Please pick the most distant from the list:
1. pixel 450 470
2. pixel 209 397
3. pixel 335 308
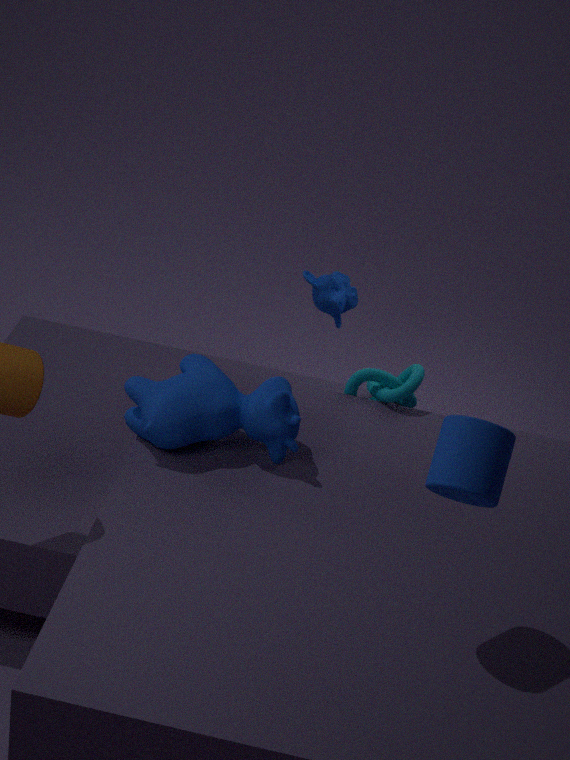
pixel 335 308
